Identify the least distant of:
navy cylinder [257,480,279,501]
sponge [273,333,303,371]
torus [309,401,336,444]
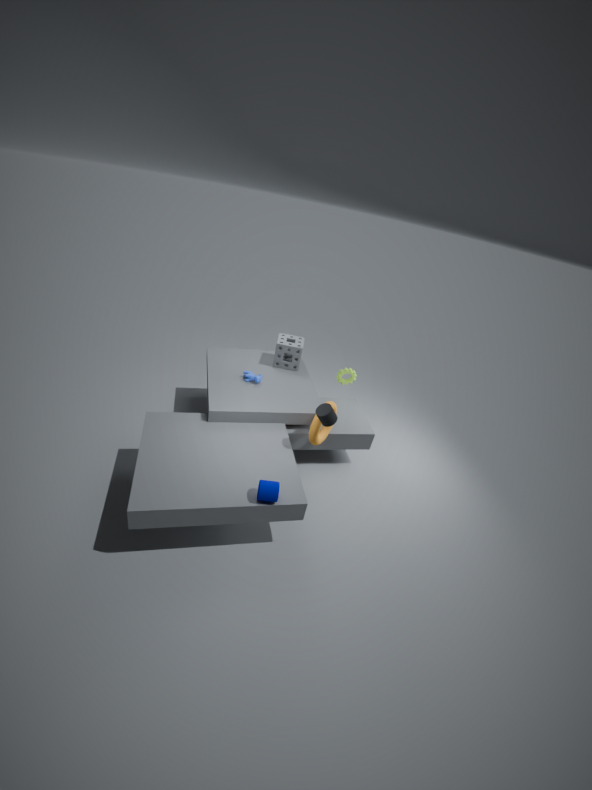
navy cylinder [257,480,279,501]
